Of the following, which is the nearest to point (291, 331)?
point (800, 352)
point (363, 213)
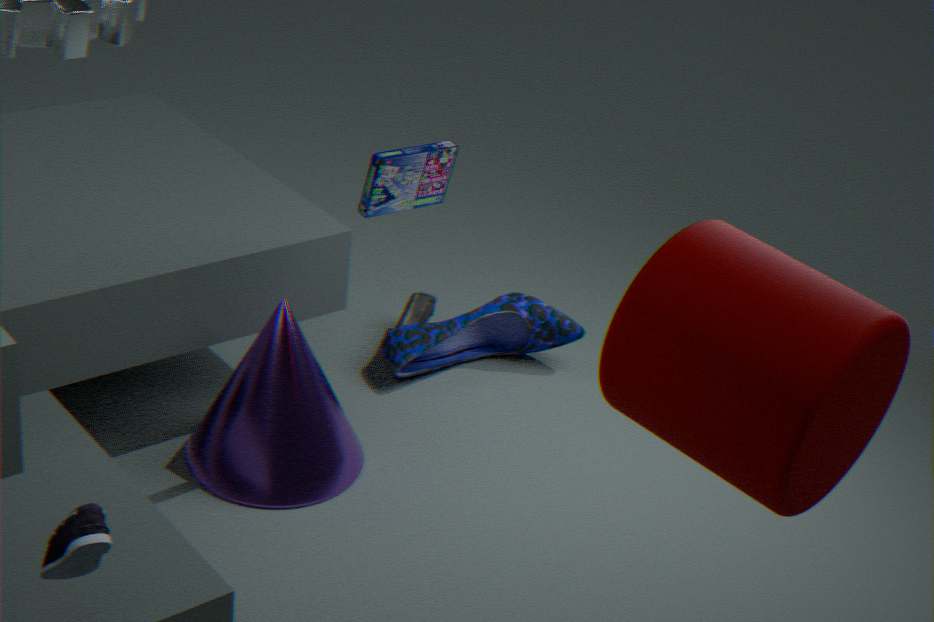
point (363, 213)
